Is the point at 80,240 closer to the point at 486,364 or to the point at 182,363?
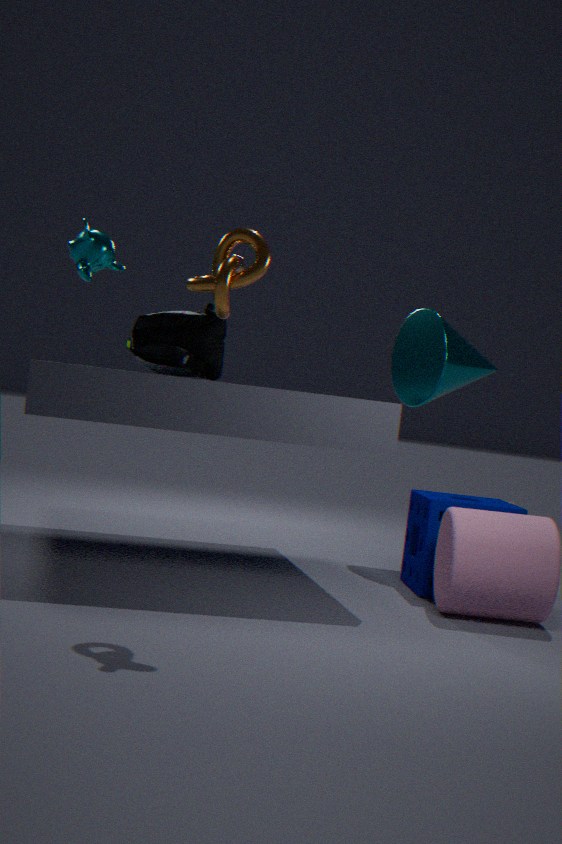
the point at 182,363
